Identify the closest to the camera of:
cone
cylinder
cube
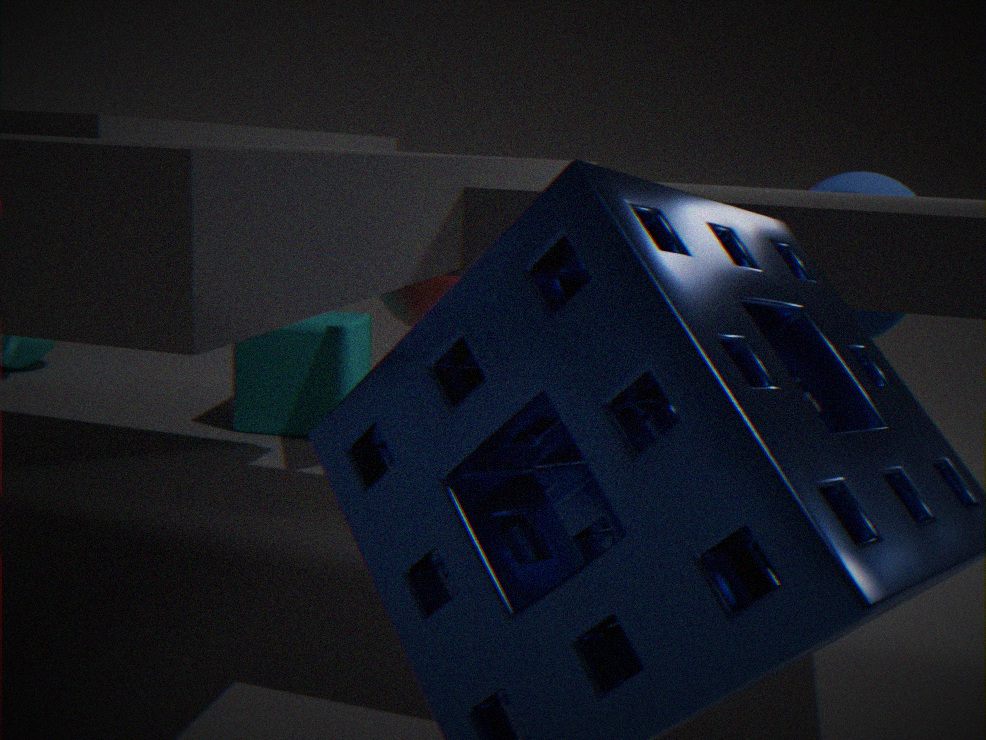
cylinder
